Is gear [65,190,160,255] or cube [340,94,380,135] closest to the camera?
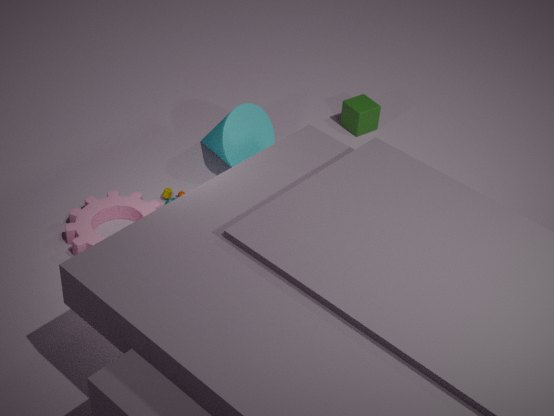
gear [65,190,160,255]
